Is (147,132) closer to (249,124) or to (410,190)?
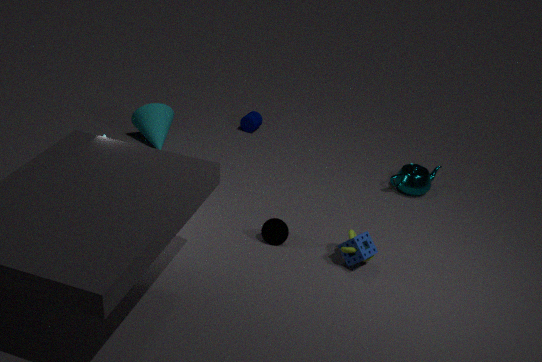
(249,124)
